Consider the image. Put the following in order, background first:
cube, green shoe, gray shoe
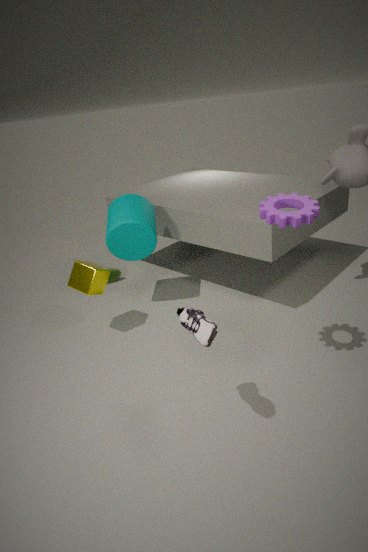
1. green shoe
2. cube
3. gray shoe
